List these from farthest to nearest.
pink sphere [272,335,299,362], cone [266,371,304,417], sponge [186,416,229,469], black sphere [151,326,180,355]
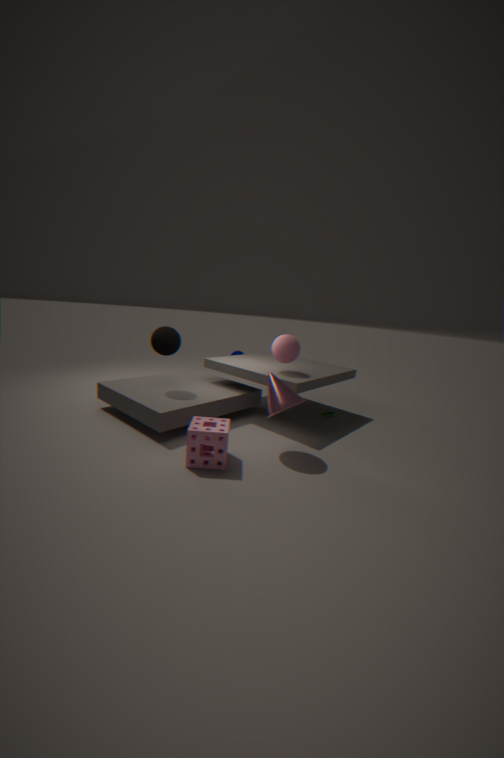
pink sphere [272,335,299,362] < black sphere [151,326,180,355] < cone [266,371,304,417] < sponge [186,416,229,469]
